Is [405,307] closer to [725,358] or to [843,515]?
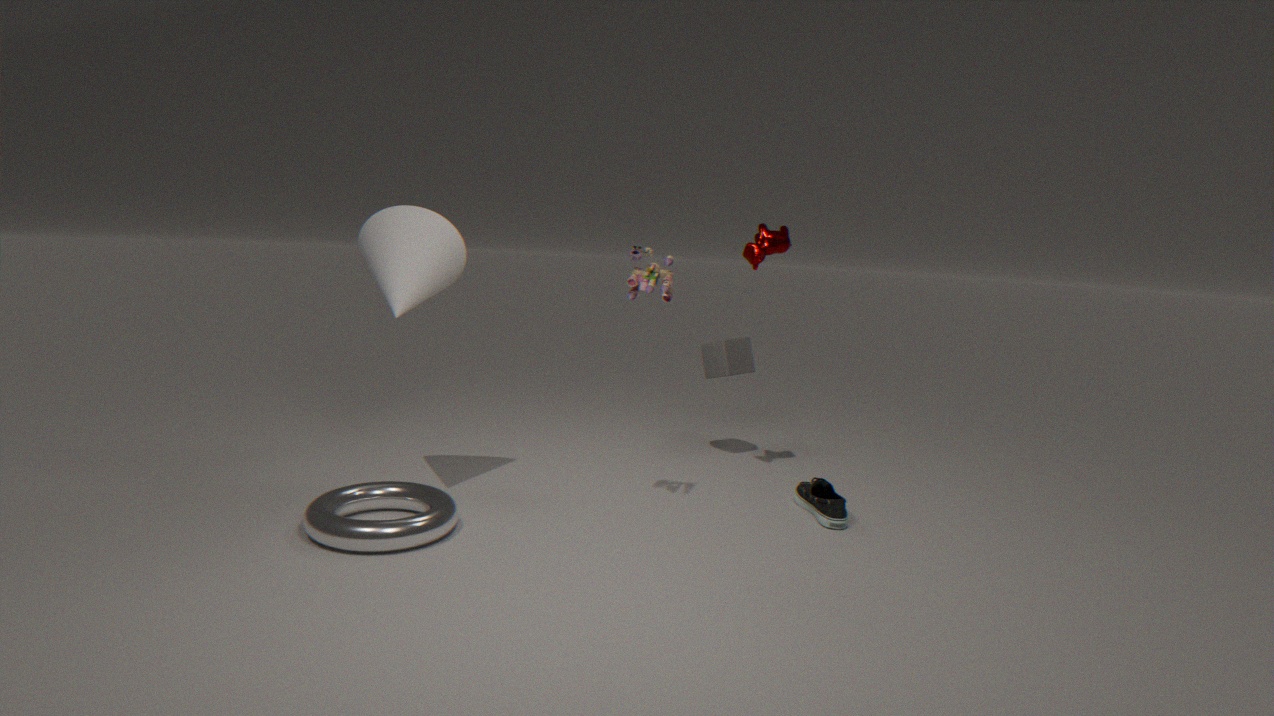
[725,358]
